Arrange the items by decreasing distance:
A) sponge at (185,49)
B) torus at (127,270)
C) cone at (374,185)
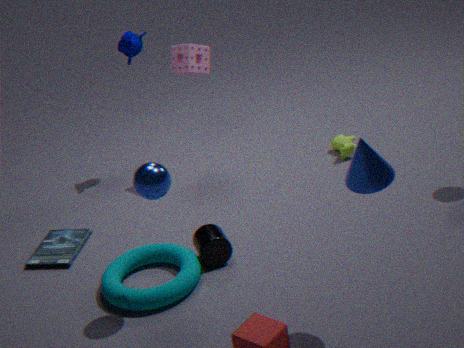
sponge at (185,49) → torus at (127,270) → cone at (374,185)
